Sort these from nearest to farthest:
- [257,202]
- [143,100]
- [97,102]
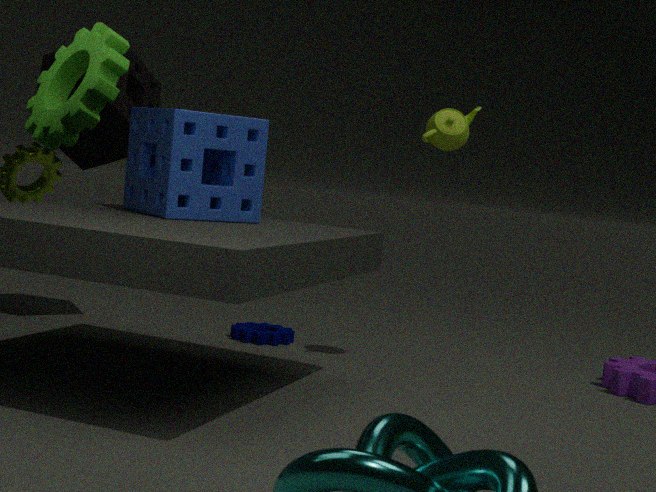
[97,102] → [257,202] → [143,100]
